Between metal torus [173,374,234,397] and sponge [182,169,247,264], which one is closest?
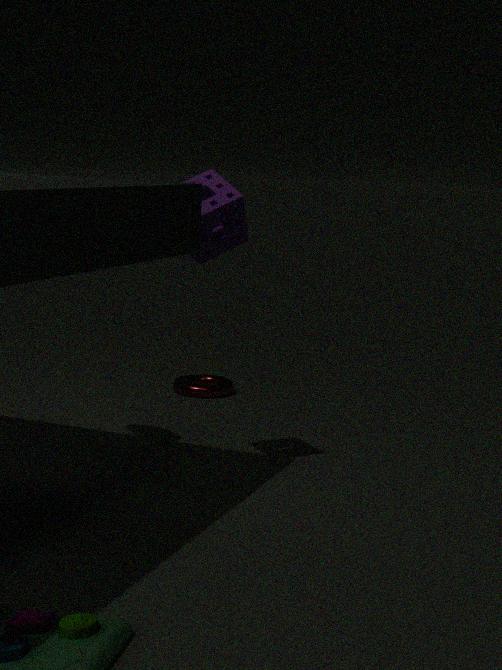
sponge [182,169,247,264]
